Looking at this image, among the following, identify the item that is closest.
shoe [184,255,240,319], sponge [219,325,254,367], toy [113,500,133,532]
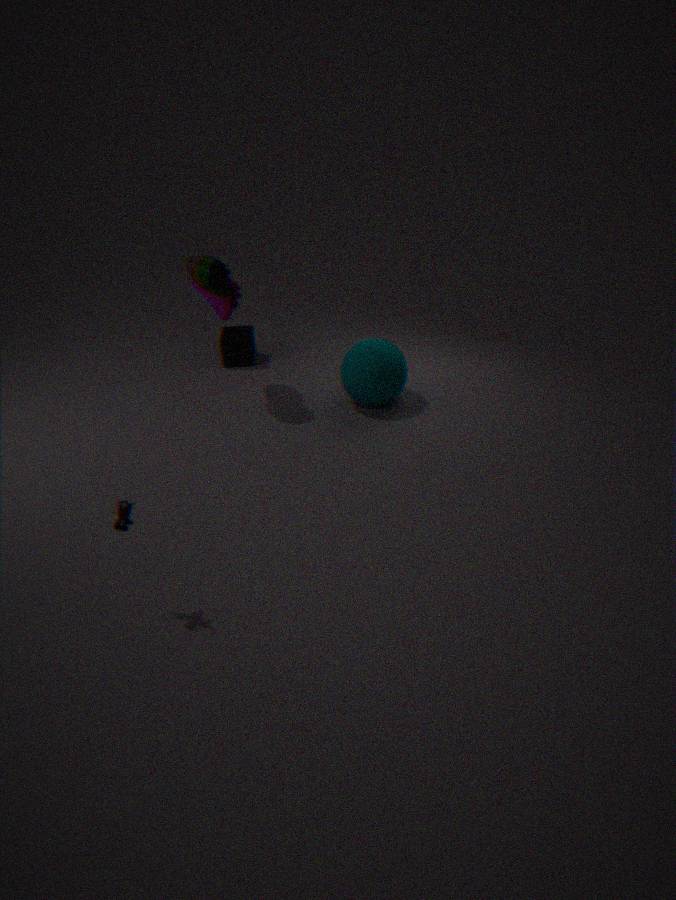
toy [113,500,133,532]
